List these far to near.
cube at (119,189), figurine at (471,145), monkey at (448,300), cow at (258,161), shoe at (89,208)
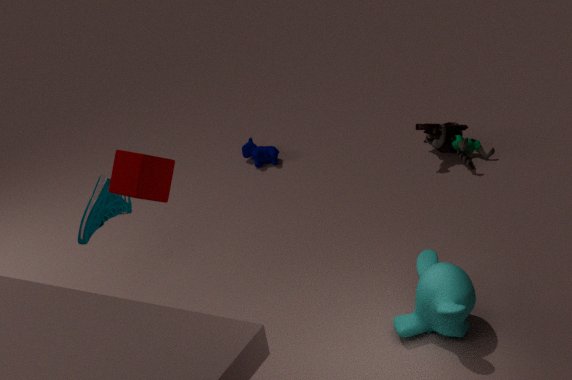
cow at (258,161)
figurine at (471,145)
shoe at (89,208)
monkey at (448,300)
cube at (119,189)
